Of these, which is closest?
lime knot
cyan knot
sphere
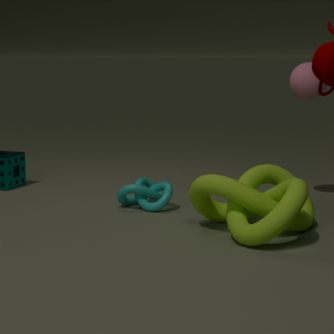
lime knot
